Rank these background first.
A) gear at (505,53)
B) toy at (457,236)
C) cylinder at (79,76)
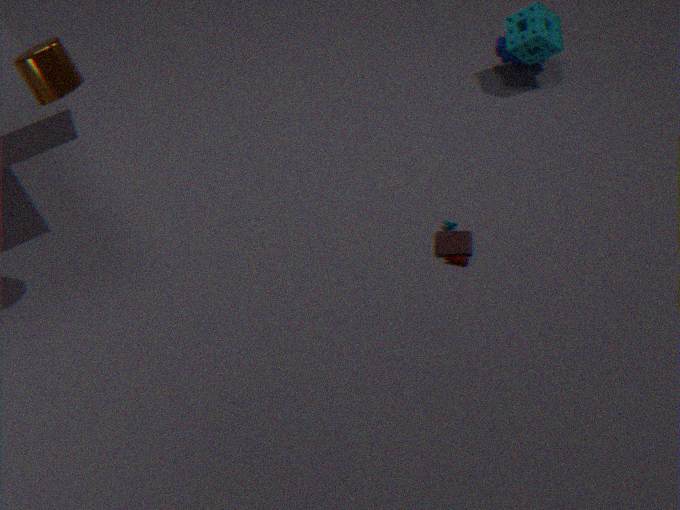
A. gear at (505,53), B. toy at (457,236), C. cylinder at (79,76)
